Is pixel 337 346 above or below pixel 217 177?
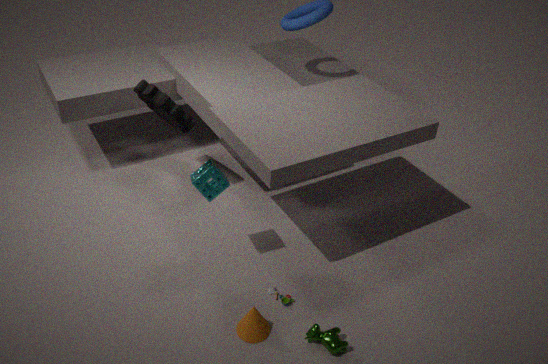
below
